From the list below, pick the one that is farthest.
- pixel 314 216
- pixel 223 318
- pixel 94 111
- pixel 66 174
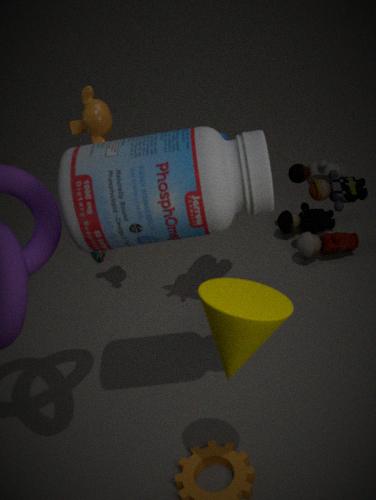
pixel 314 216
